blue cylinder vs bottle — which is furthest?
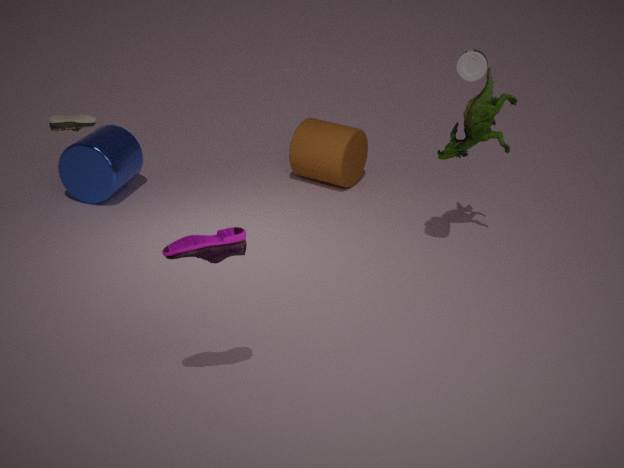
blue cylinder
